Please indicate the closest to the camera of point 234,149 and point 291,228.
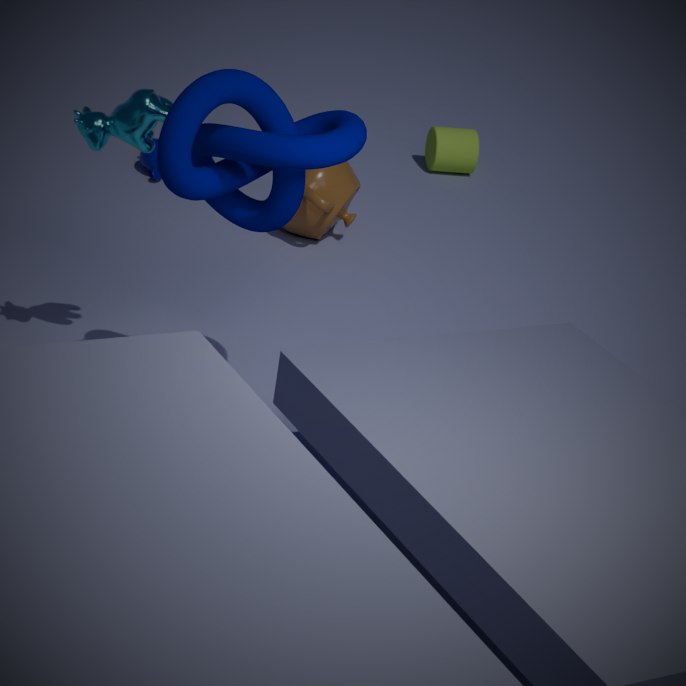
point 234,149
